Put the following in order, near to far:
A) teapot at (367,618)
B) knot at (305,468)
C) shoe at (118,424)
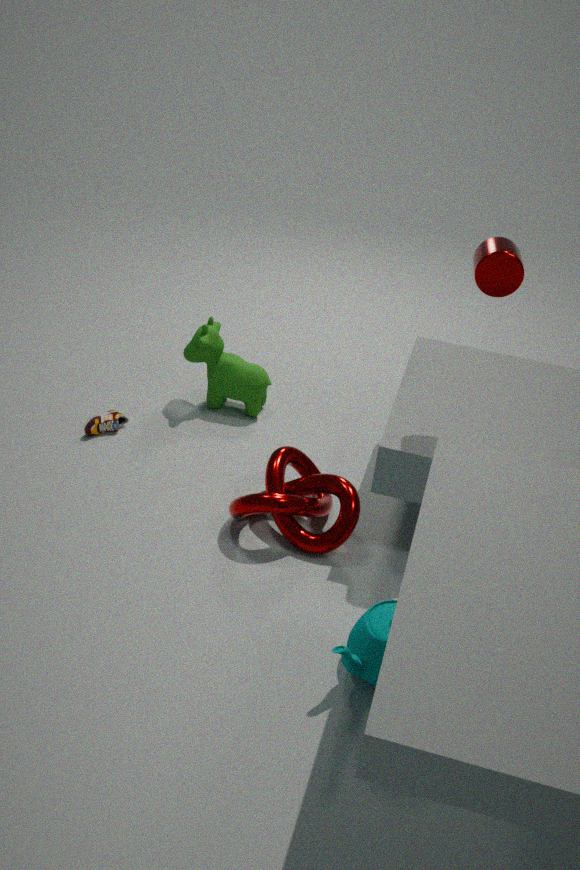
teapot at (367,618)
knot at (305,468)
shoe at (118,424)
